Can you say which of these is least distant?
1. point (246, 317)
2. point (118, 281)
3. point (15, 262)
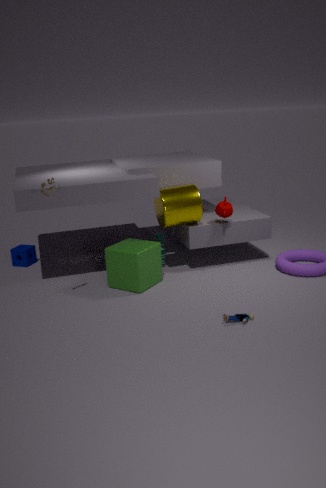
point (246, 317)
